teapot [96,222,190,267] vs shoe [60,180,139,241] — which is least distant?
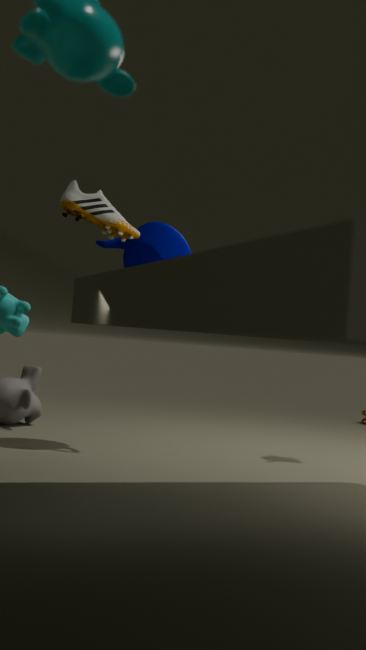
shoe [60,180,139,241]
